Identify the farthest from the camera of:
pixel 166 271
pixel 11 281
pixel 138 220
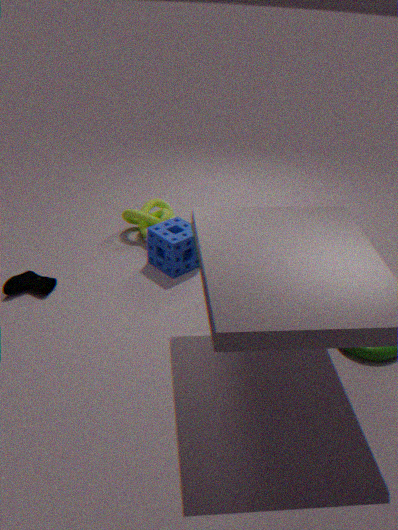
pixel 138 220
